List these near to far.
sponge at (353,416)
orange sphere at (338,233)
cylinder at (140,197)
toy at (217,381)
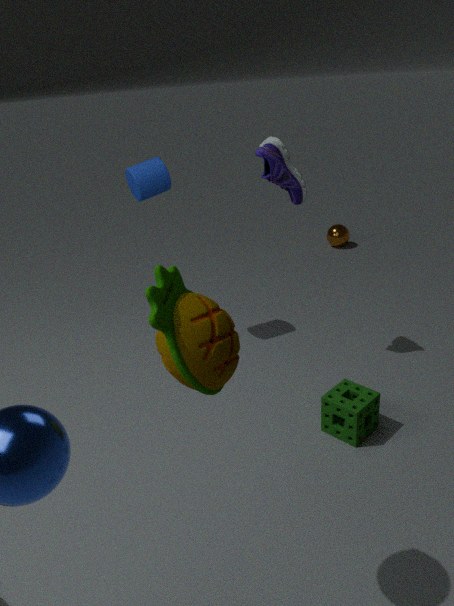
toy at (217,381) → sponge at (353,416) → cylinder at (140,197) → orange sphere at (338,233)
